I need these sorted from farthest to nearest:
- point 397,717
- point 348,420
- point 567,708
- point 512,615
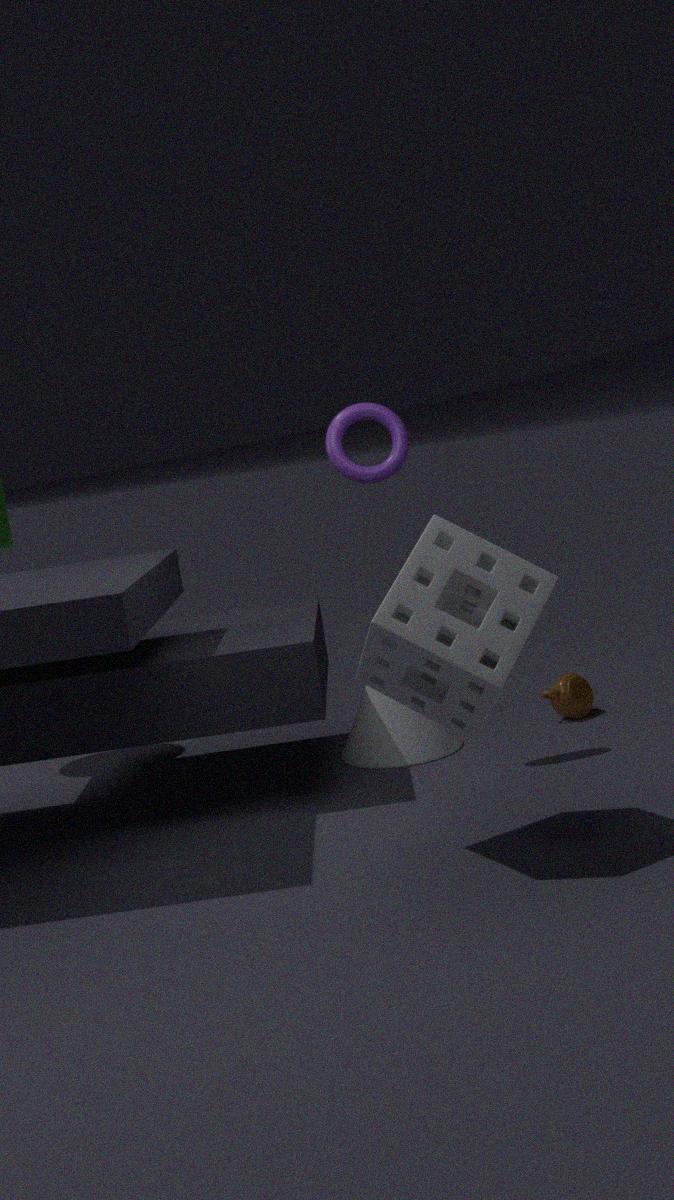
point 567,708 → point 397,717 → point 348,420 → point 512,615
